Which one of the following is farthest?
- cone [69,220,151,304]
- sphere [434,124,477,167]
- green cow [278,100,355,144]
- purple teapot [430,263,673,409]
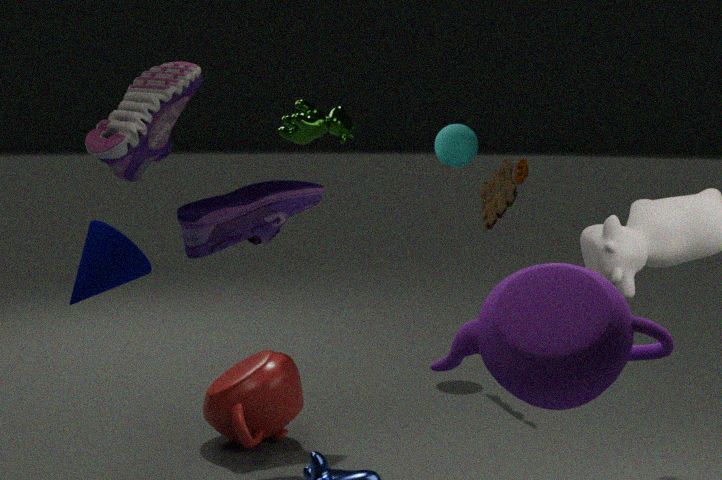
sphere [434,124,477,167]
